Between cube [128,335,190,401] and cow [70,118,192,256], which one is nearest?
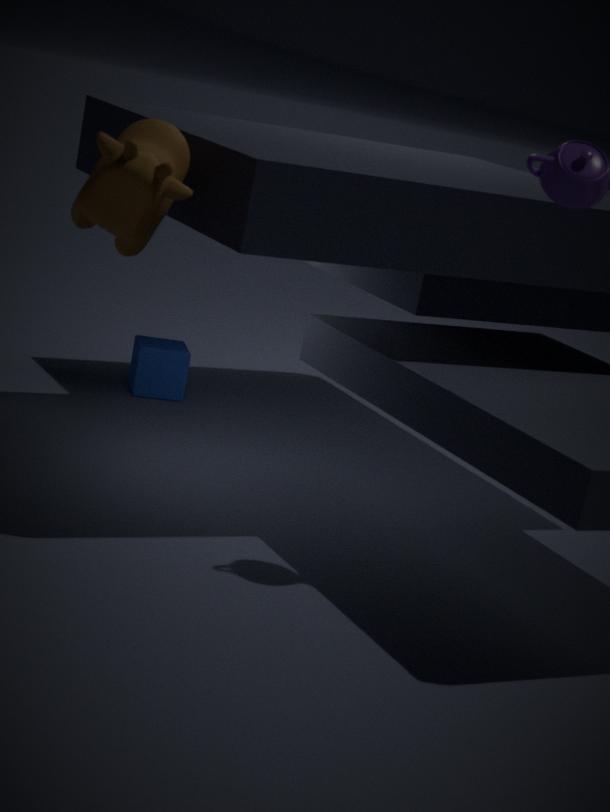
cow [70,118,192,256]
